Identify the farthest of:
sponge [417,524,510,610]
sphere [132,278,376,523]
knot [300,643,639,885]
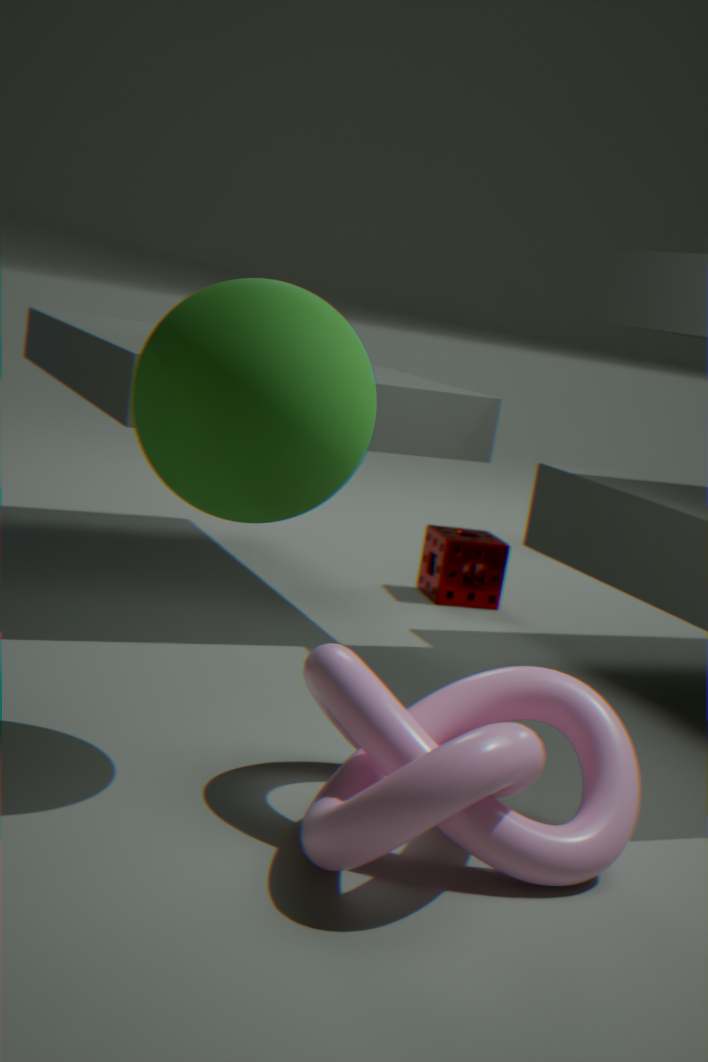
sponge [417,524,510,610]
